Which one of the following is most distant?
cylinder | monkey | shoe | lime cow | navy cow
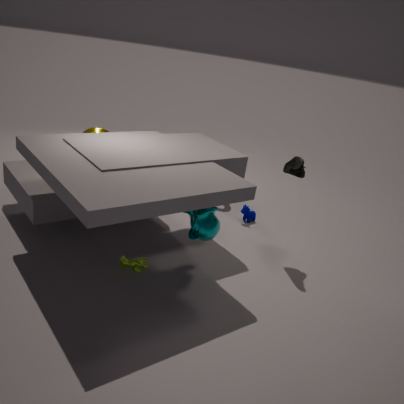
navy cow
